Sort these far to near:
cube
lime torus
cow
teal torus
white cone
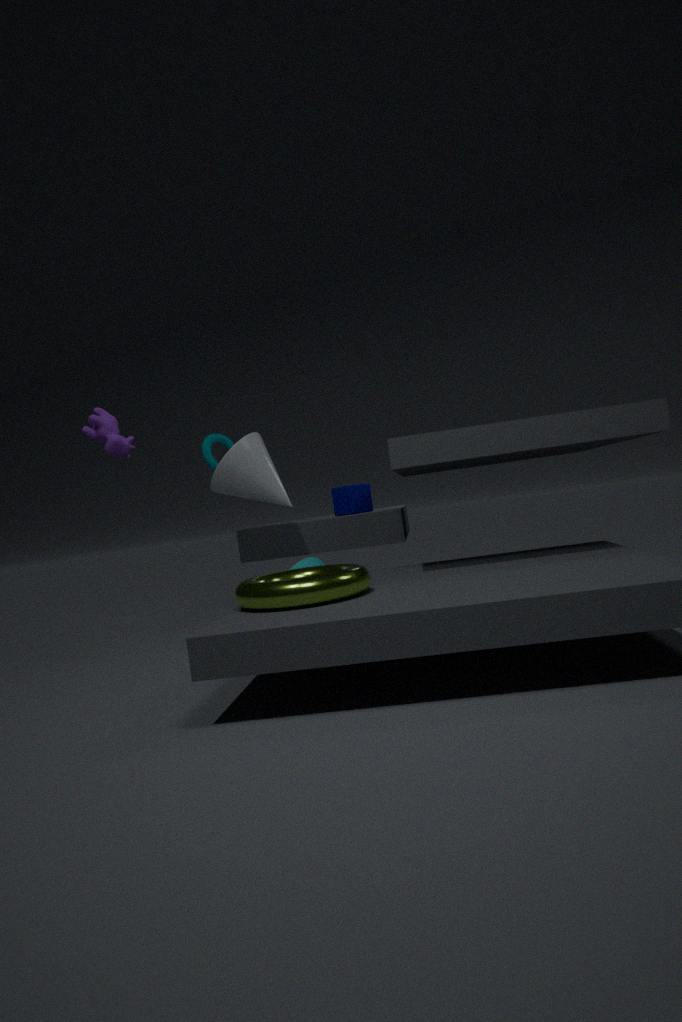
cube
teal torus
white cone
cow
lime torus
